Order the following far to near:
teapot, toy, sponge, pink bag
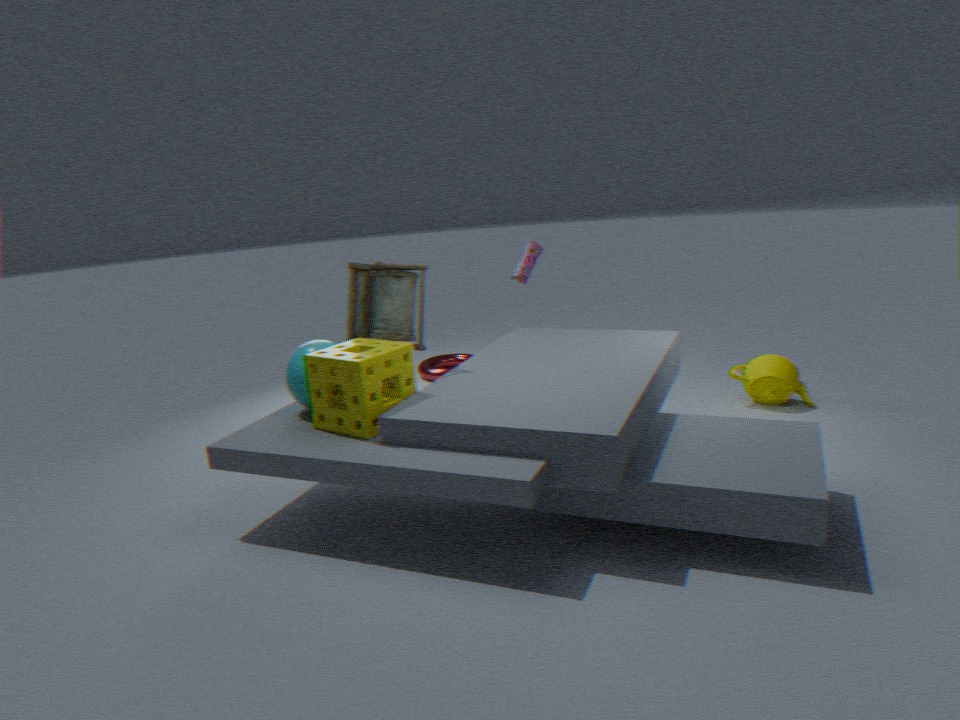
pink bag
teapot
toy
sponge
